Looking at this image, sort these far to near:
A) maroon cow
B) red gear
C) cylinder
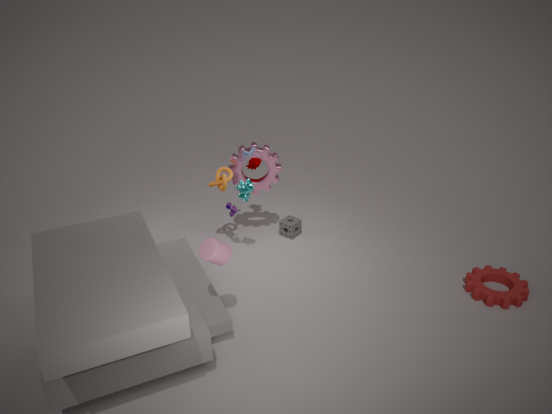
maroon cow < red gear < cylinder
